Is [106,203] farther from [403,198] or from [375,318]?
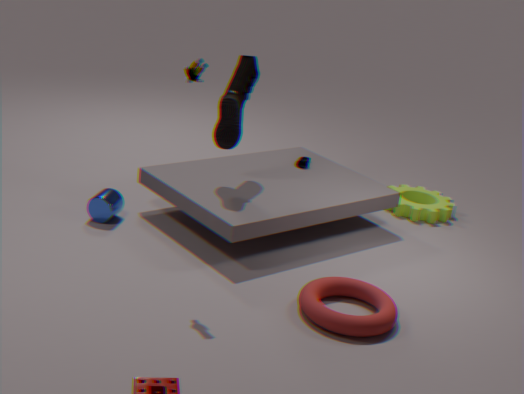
[403,198]
